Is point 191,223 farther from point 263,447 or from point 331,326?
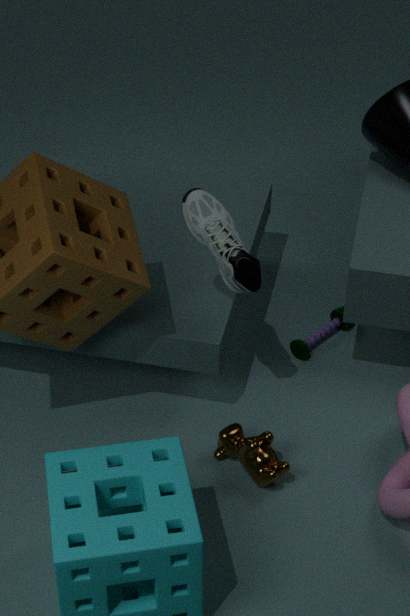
point 331,326
